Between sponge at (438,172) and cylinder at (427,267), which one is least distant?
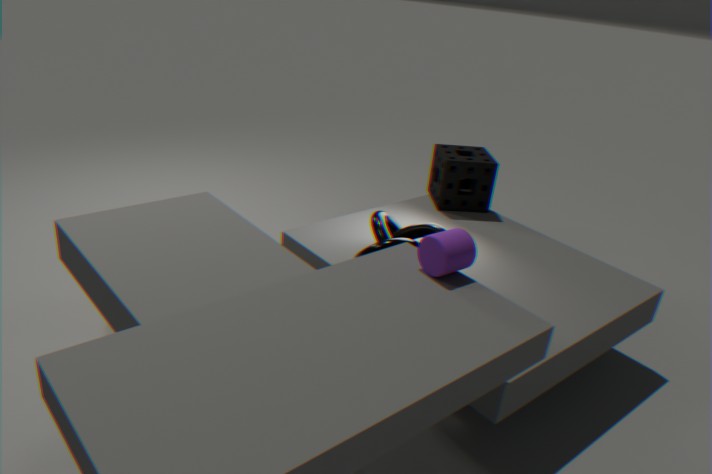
cylinder at (427,267)
